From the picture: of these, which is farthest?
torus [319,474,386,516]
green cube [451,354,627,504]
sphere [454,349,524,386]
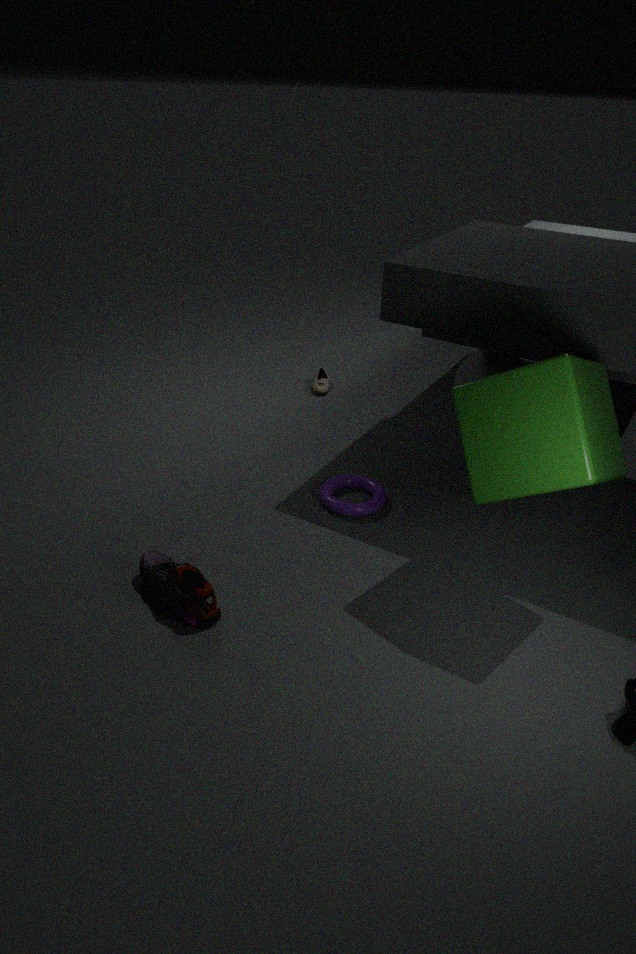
sphere [454,349,524,386]
